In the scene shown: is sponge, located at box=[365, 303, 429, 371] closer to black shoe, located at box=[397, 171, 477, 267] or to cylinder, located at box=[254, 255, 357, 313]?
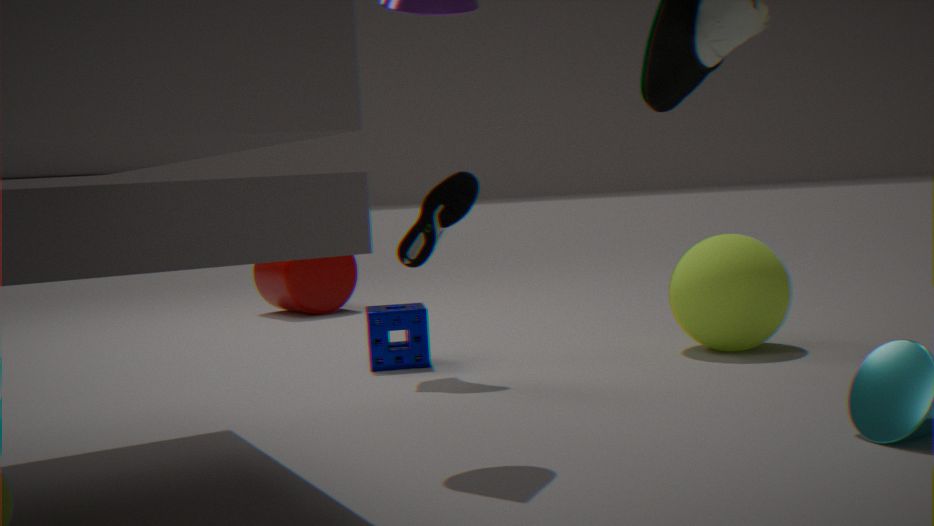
black shoe, located at box=[397, 171, 477, 267]
